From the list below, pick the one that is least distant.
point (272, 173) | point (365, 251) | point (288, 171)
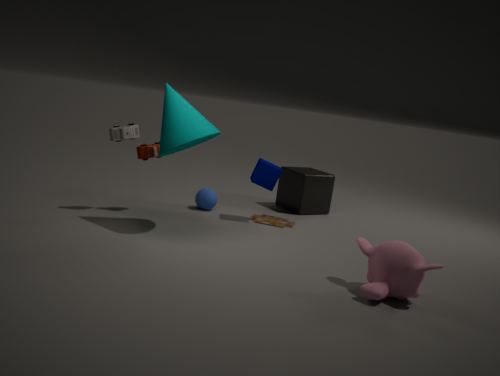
point (365, 251)
